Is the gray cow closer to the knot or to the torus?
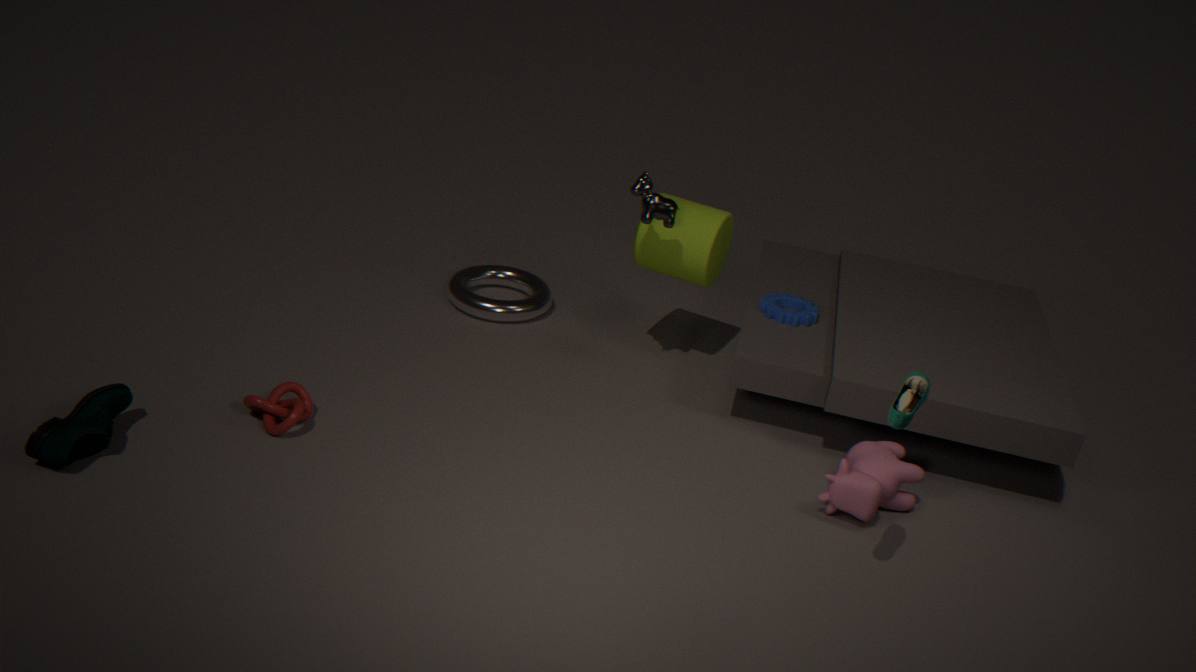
the torus
